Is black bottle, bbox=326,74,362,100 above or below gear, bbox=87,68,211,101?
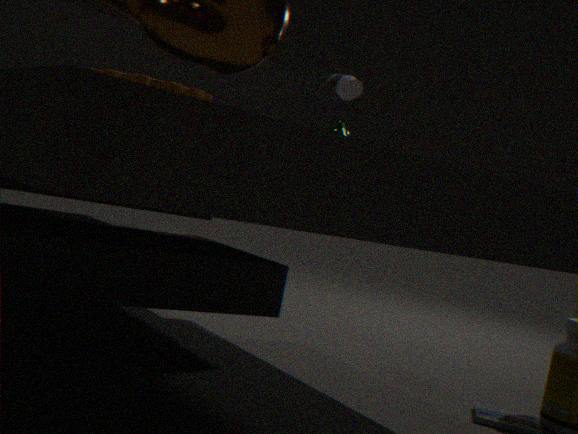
above
